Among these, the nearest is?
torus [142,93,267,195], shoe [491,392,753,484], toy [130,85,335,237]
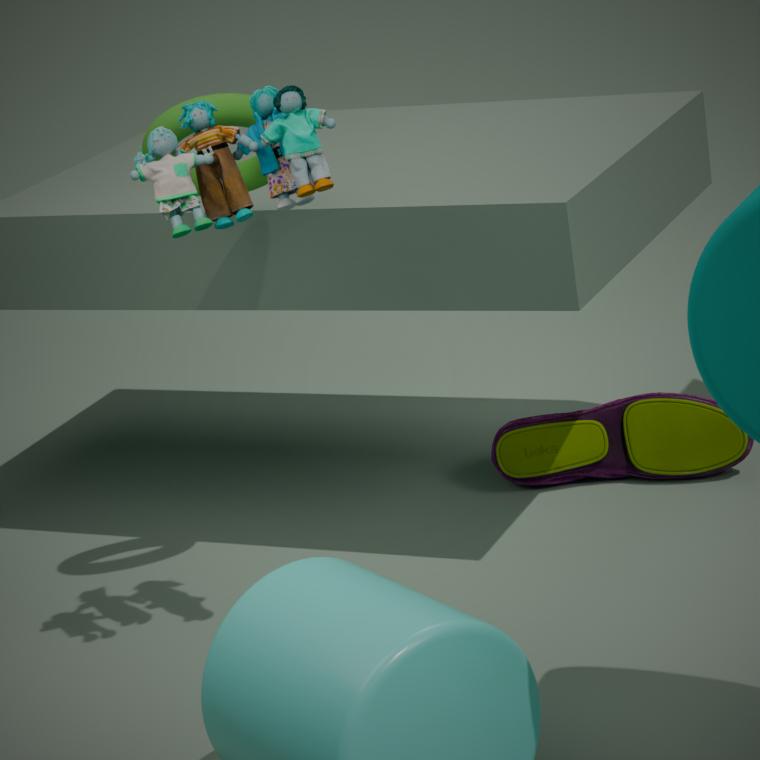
toy [130,85,335,237]
